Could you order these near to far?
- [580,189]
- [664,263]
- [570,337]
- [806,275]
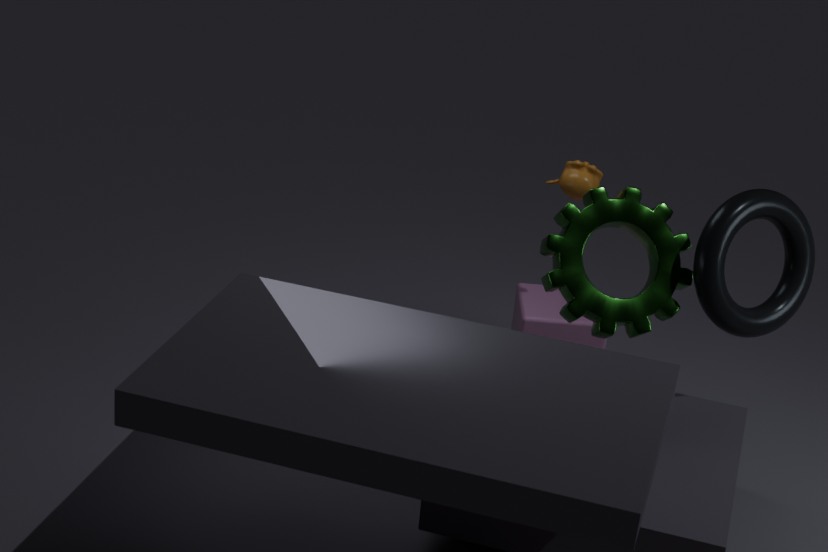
[664,263], [806,275], [580,189], [570,337]
